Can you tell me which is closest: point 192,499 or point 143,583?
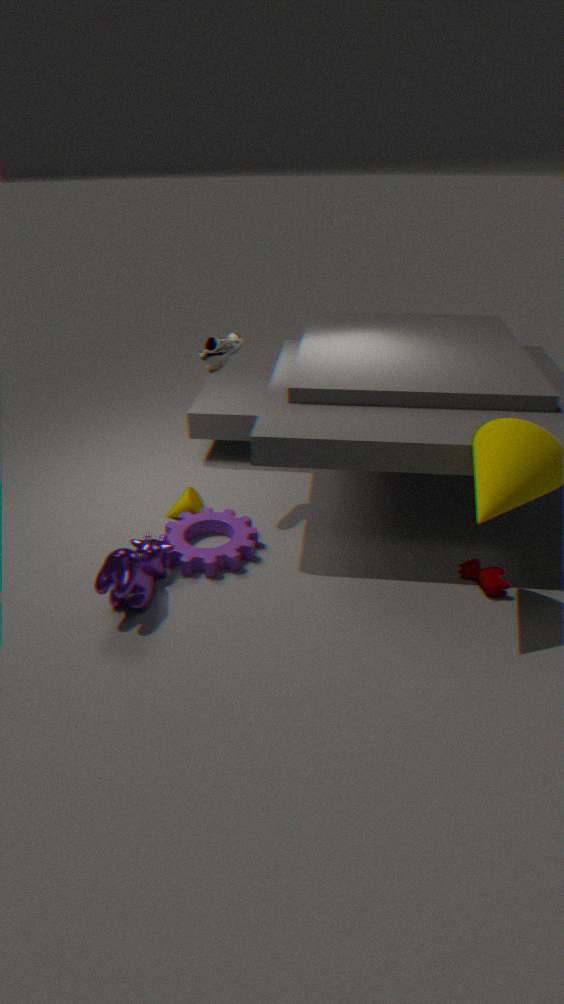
point 143,583
